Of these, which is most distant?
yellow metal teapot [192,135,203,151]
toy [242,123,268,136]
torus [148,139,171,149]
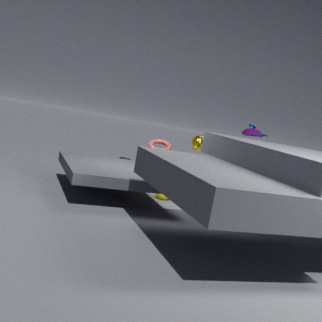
toy [242,123,268,136]
